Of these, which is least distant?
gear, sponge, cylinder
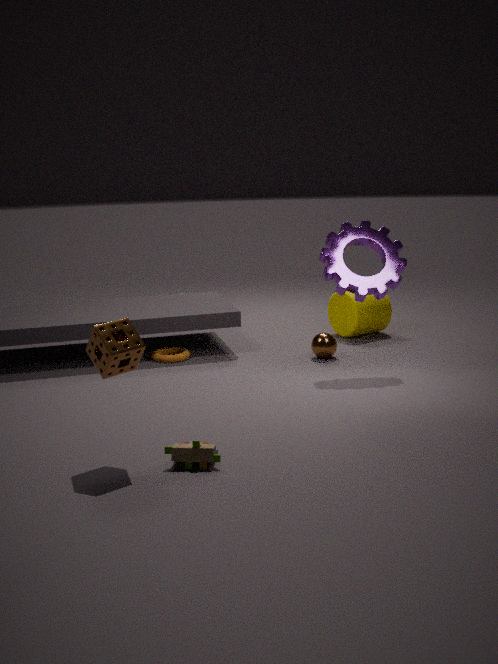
sponge
